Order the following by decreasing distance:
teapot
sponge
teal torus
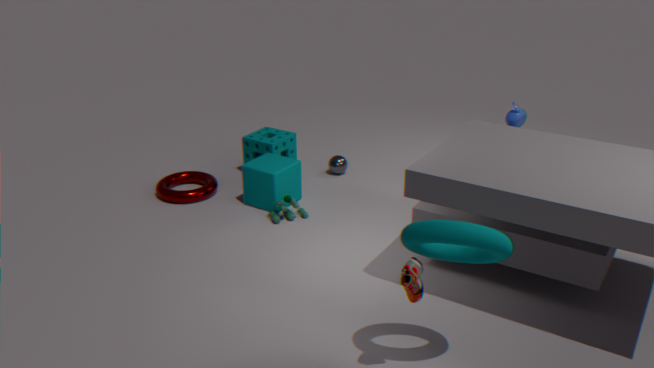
sponge, teapot, teal torus
